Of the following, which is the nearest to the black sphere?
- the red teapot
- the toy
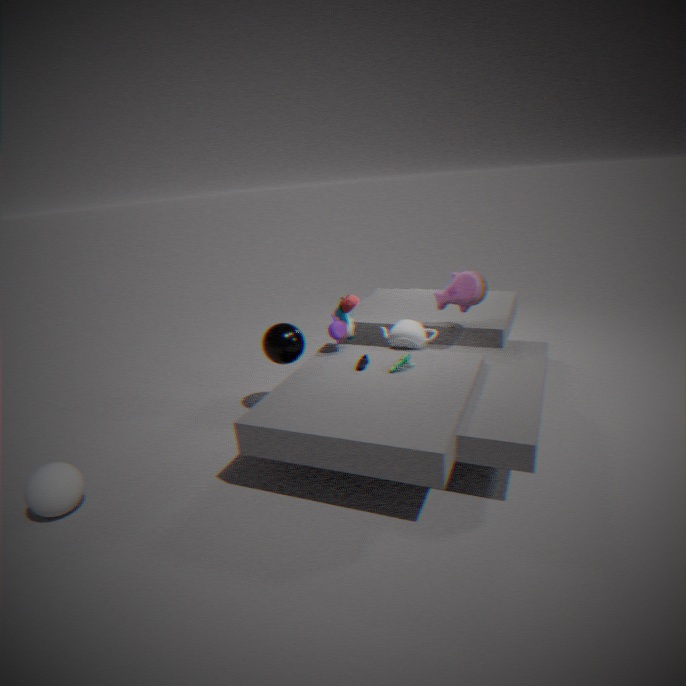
the red teapot
